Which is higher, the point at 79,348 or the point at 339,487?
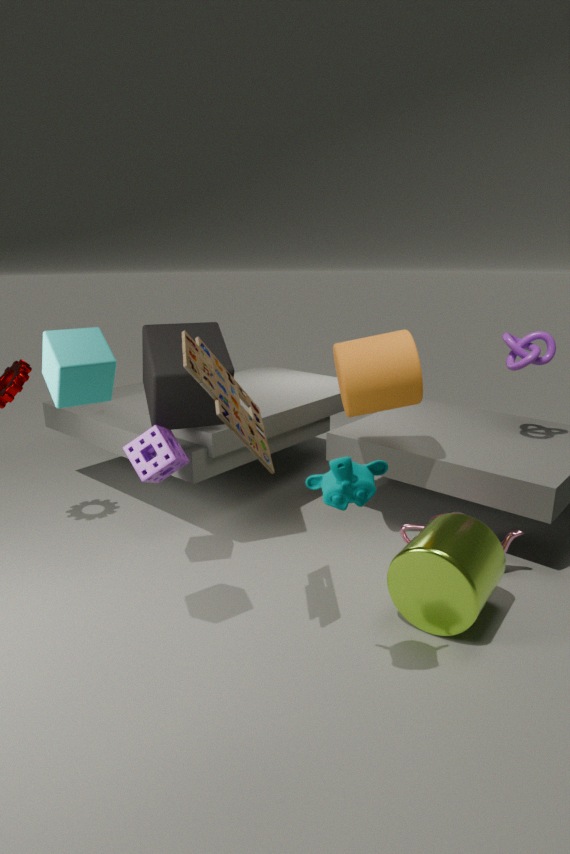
the point at 79,348
